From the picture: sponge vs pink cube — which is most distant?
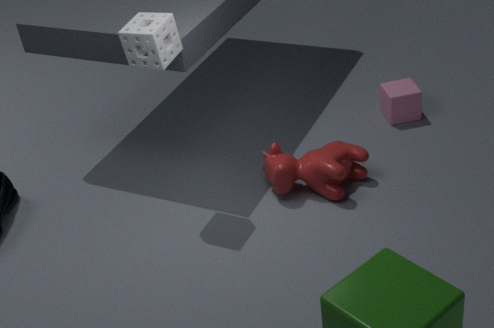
pink cube
